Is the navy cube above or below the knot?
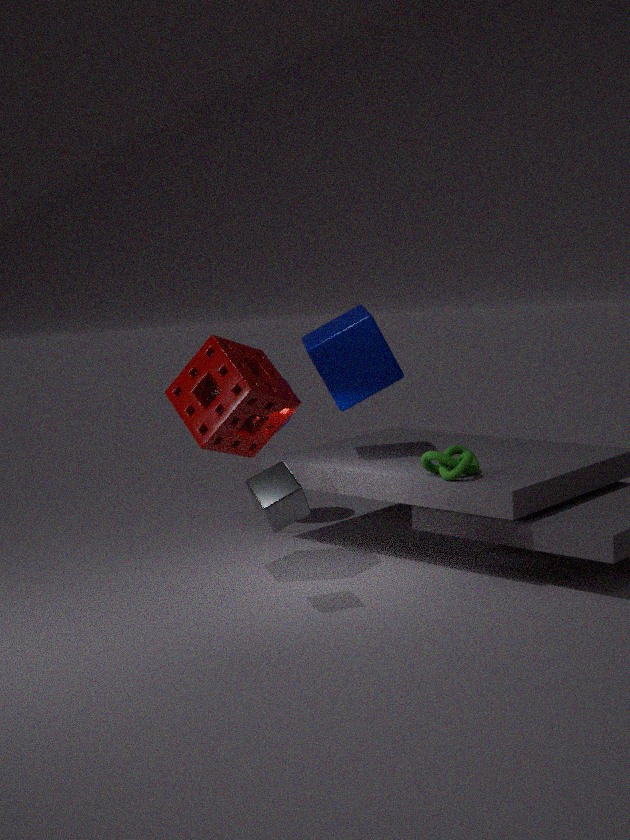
above
